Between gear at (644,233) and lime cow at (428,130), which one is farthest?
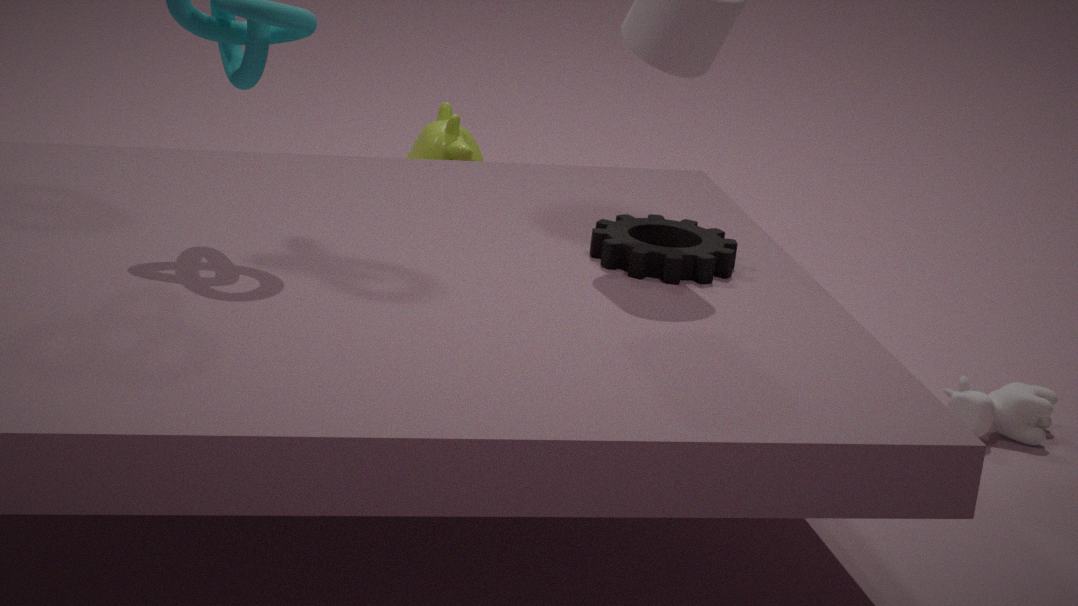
lime cow at (428,130)
